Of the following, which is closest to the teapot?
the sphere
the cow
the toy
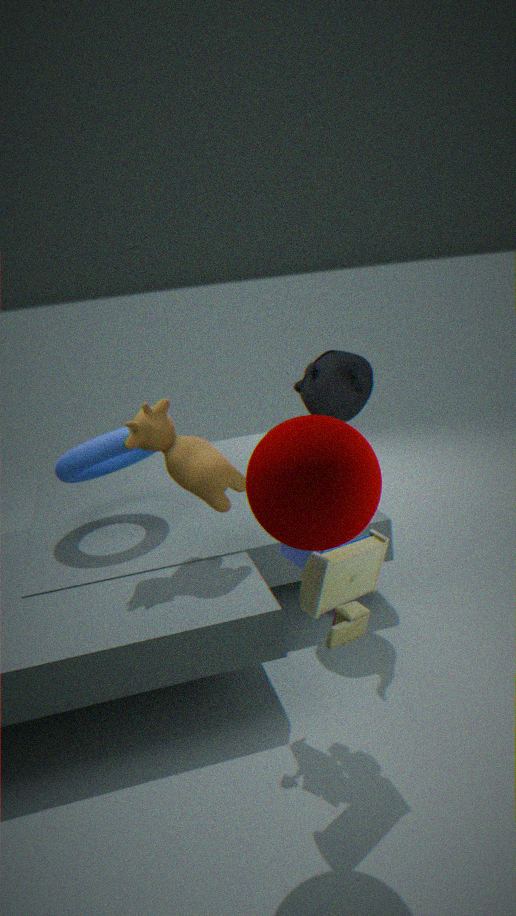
the cow
